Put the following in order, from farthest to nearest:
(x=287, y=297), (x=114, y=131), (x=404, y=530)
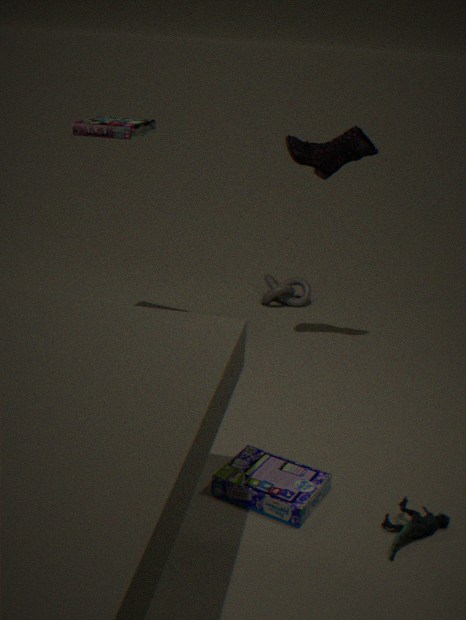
1. (x=287, y=297)
2. (x=114, y=131)
3. (x=404, y=530)
